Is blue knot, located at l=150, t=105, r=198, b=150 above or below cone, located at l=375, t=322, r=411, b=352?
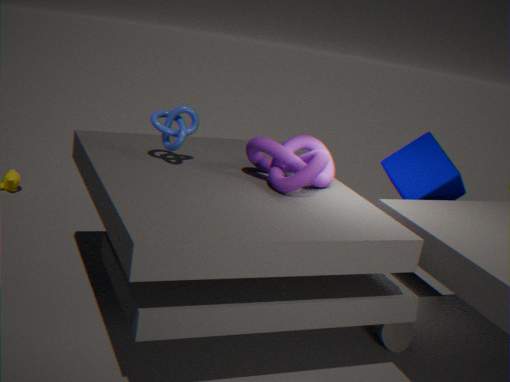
above
